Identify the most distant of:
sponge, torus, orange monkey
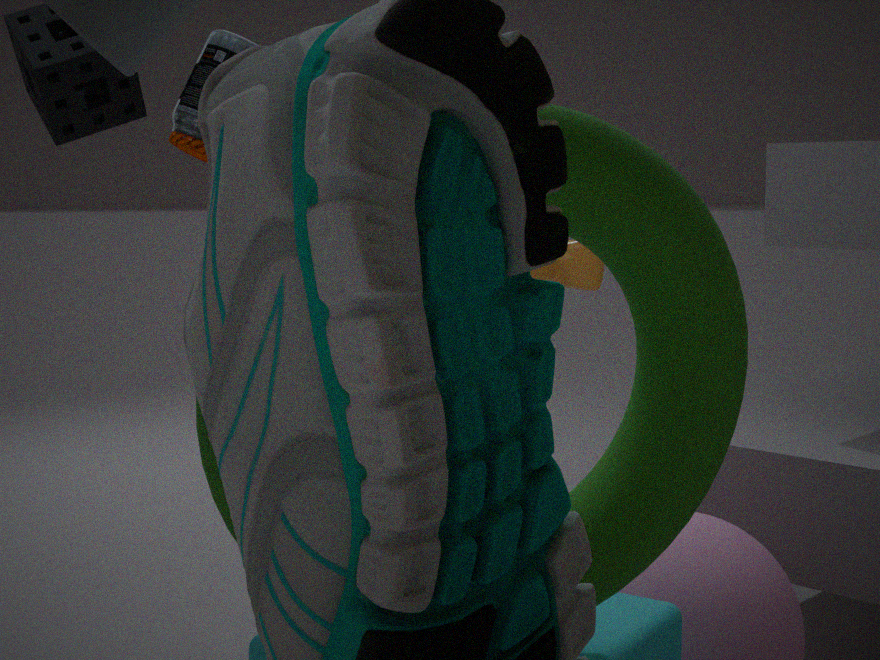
orange monkey
